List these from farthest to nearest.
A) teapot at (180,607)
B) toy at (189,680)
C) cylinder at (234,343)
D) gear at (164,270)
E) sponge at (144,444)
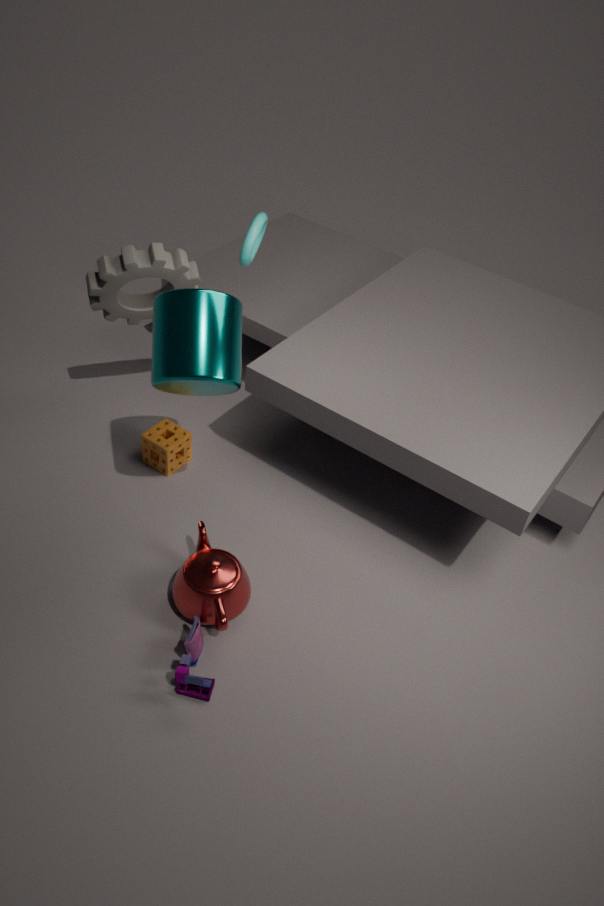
sponge at (144,444), gear at (164,270), teapot at (180,607), cylinder at (234,343), toy at (189,680)
